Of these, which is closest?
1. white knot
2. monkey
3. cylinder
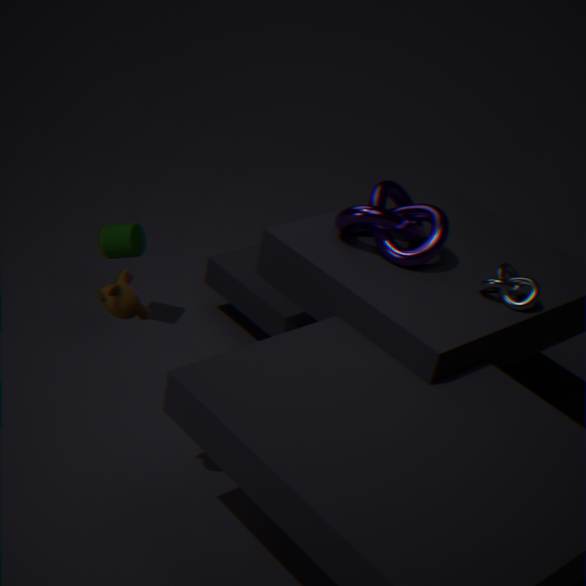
monkey
